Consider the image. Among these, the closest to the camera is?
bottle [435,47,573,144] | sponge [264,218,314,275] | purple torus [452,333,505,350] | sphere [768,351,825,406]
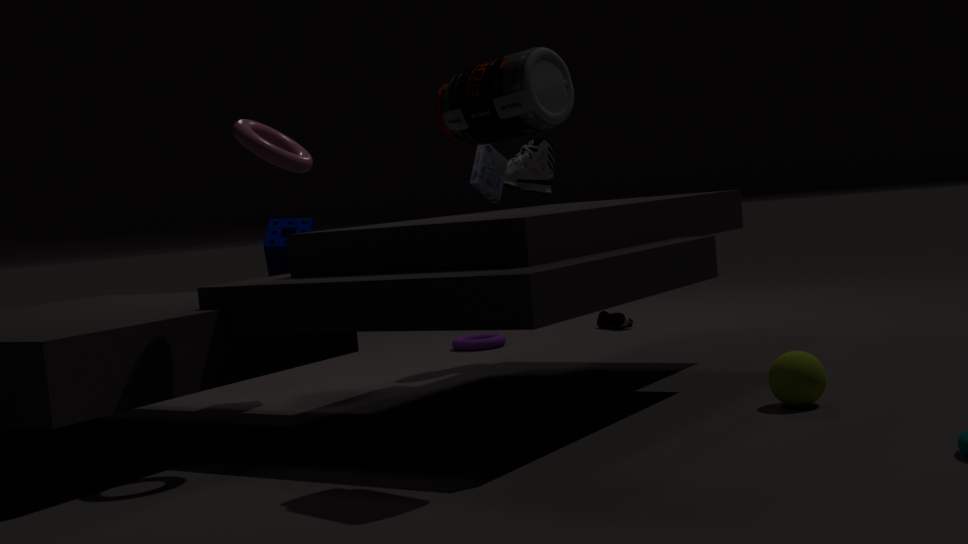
bottle [435,47,573,144]
